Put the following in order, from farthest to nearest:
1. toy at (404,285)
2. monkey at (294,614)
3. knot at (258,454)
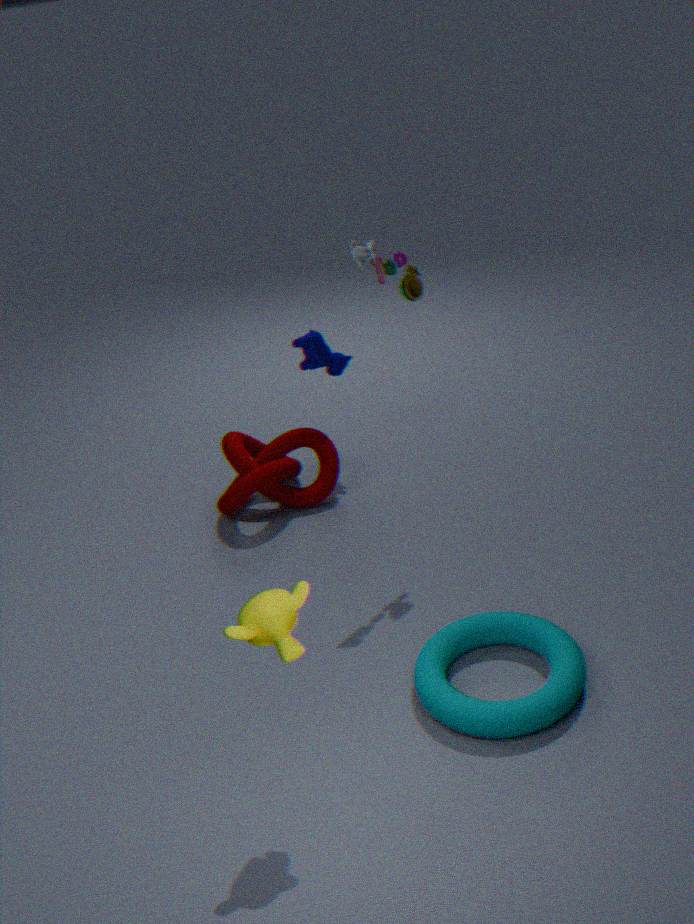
knot at (258,454) → toy at (404,285) → monkey at (294,614)
